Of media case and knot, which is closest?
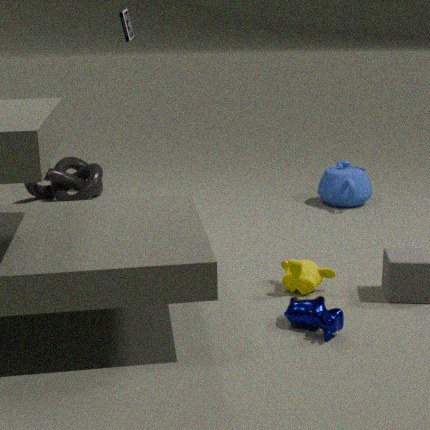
media case
